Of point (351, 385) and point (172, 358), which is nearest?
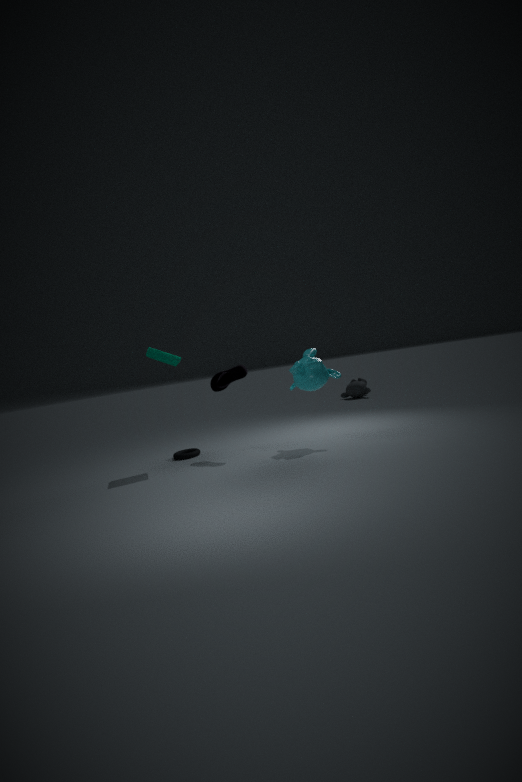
point (172, 358)
